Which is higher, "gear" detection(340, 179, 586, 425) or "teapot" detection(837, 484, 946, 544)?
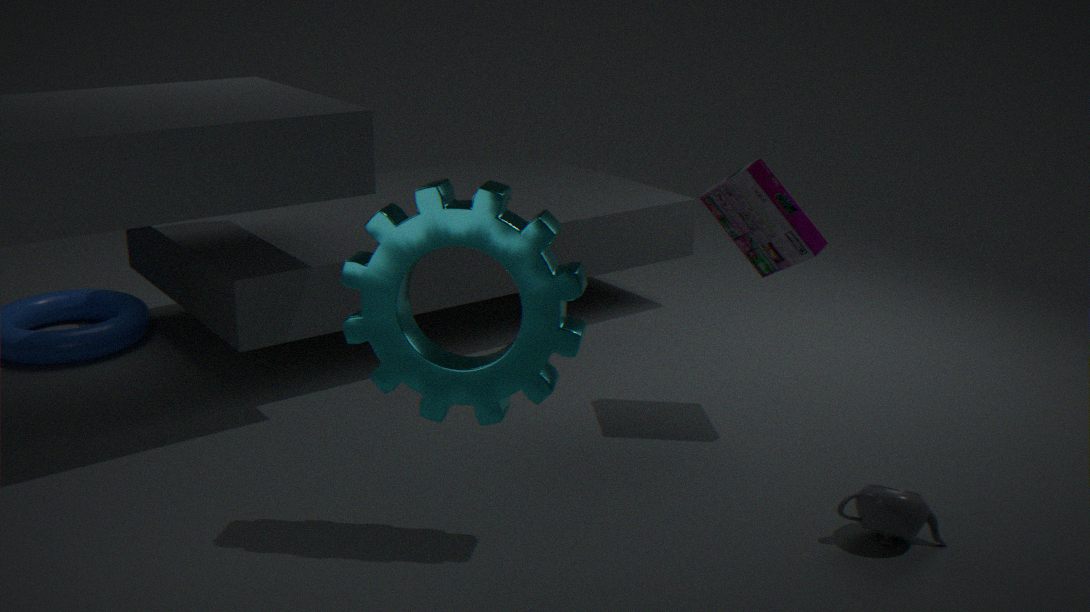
"gear" detection(340, 179, 586, 425)
